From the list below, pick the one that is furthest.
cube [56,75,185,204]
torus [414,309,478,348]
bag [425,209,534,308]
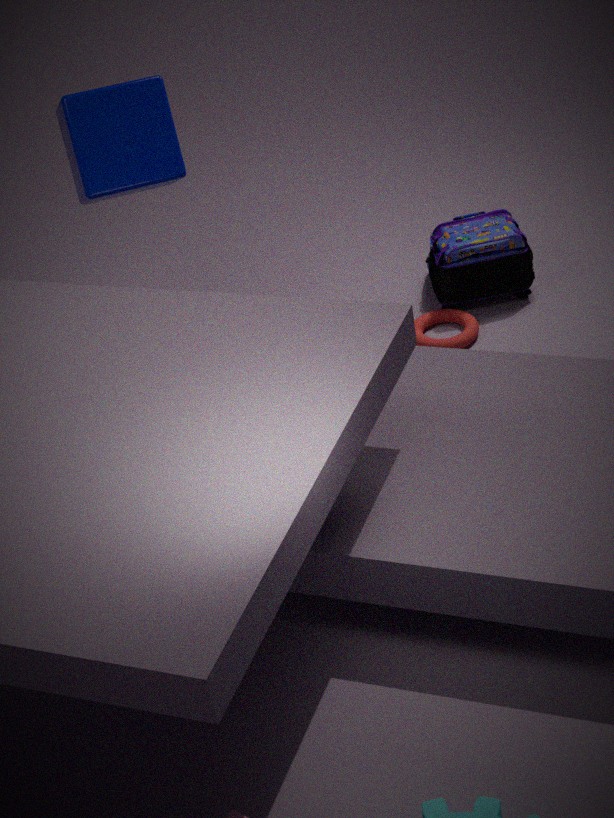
bag [425,209,534,308]
